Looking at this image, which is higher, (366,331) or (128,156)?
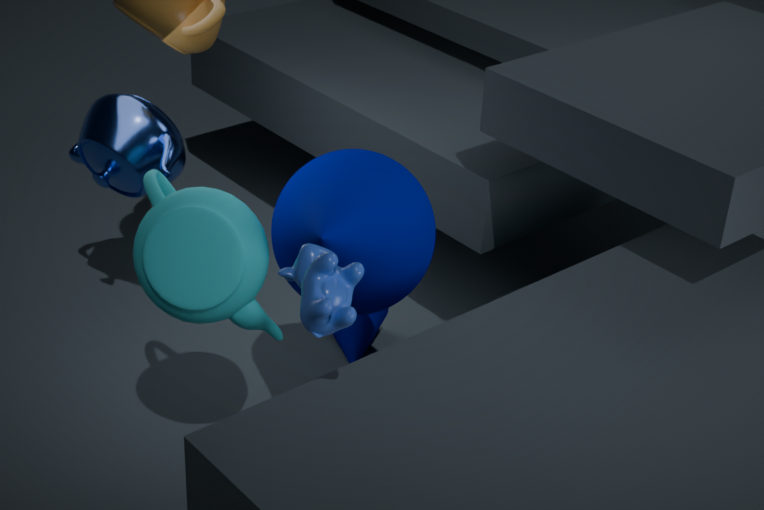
(128,156)
